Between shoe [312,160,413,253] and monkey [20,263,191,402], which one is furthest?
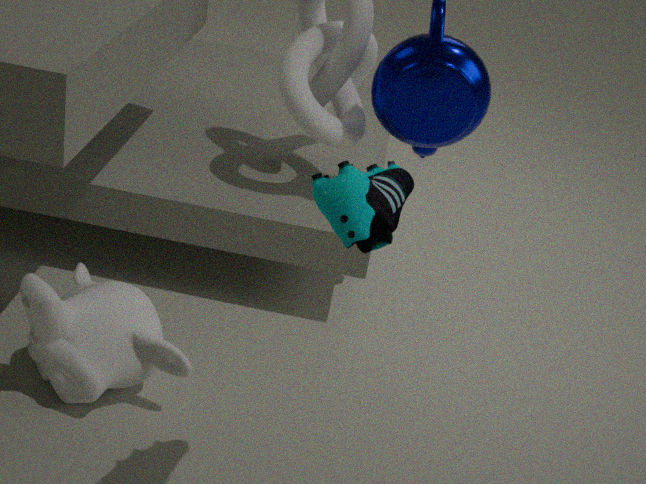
monkey [20,263,191,402]
